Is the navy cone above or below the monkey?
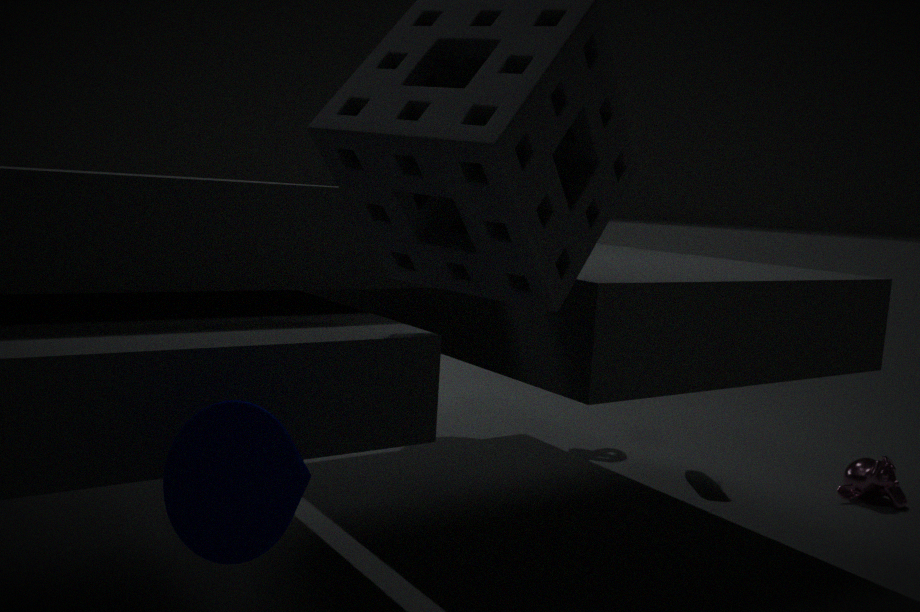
above
